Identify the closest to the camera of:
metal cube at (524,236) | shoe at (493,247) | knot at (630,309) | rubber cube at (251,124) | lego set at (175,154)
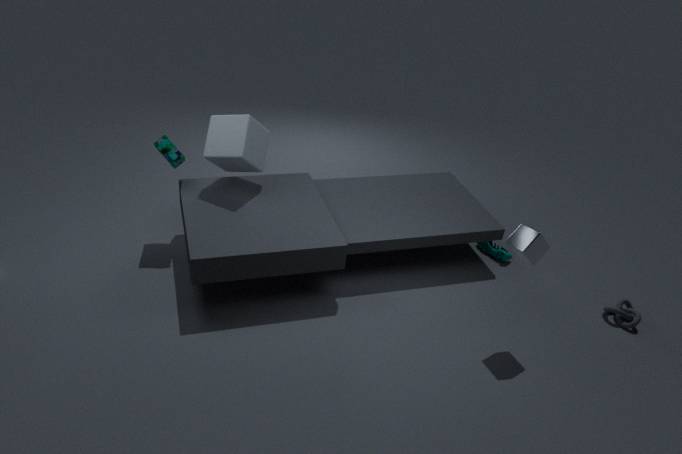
metal cube at (524,236)
